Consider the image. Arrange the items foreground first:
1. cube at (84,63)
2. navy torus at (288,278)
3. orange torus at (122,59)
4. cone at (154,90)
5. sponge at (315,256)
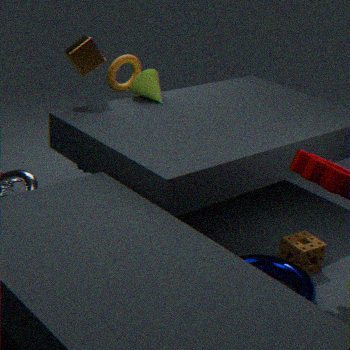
navy torus at (288,278)
sponge at (315,256)
cube at (84,63)
cone at (154,90)
orange torus at (122,59)
